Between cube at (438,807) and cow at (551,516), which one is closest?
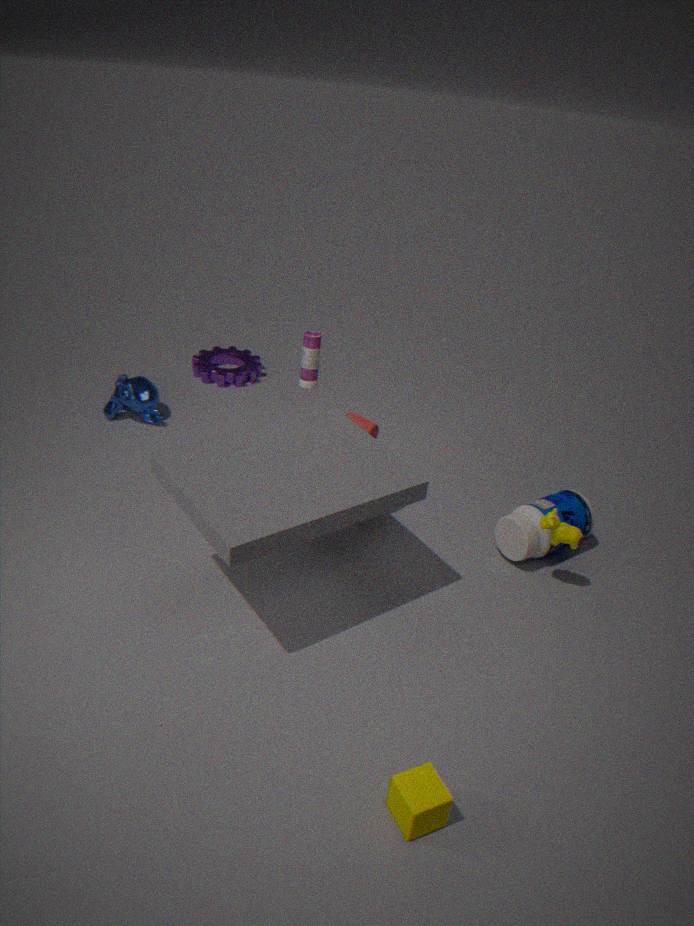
cube at (438,807)
